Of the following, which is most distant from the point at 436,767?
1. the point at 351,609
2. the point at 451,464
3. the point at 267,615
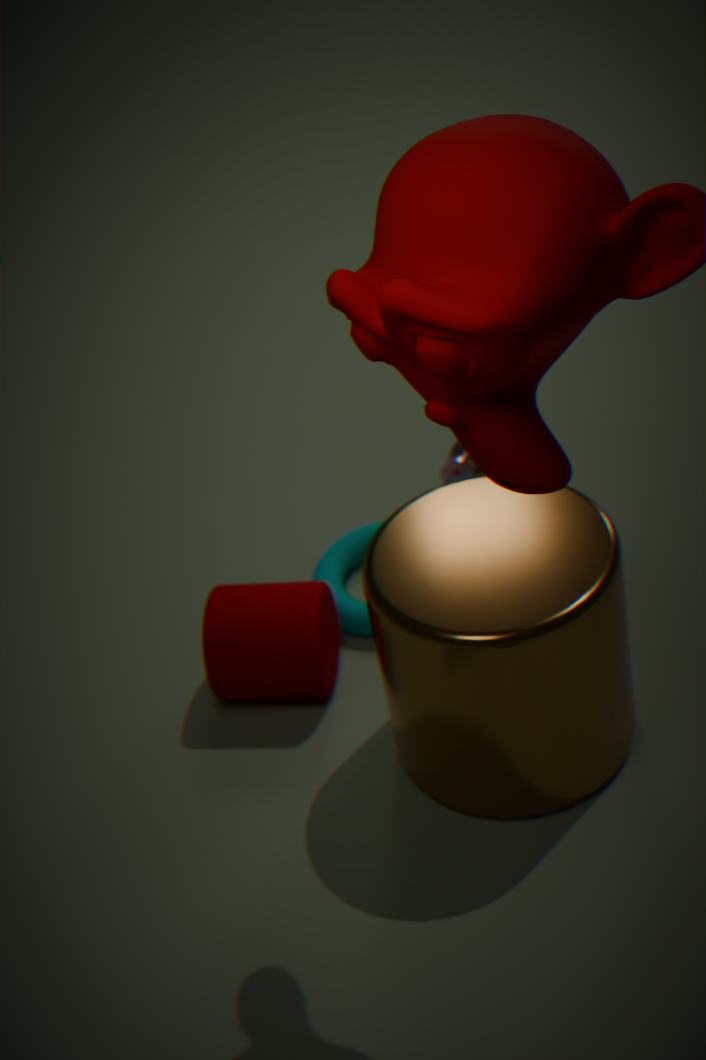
the point at 451,464
